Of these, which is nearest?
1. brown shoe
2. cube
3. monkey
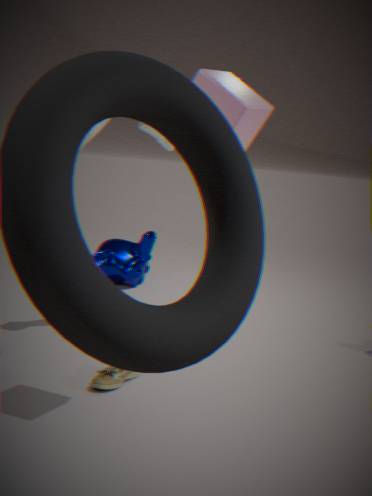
cube
